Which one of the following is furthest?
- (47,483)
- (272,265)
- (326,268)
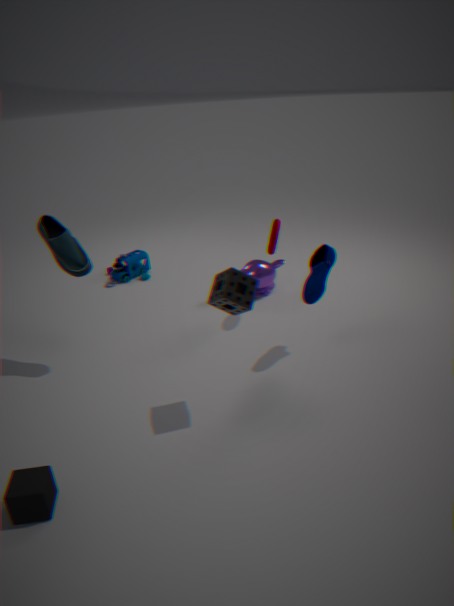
(272,265)
